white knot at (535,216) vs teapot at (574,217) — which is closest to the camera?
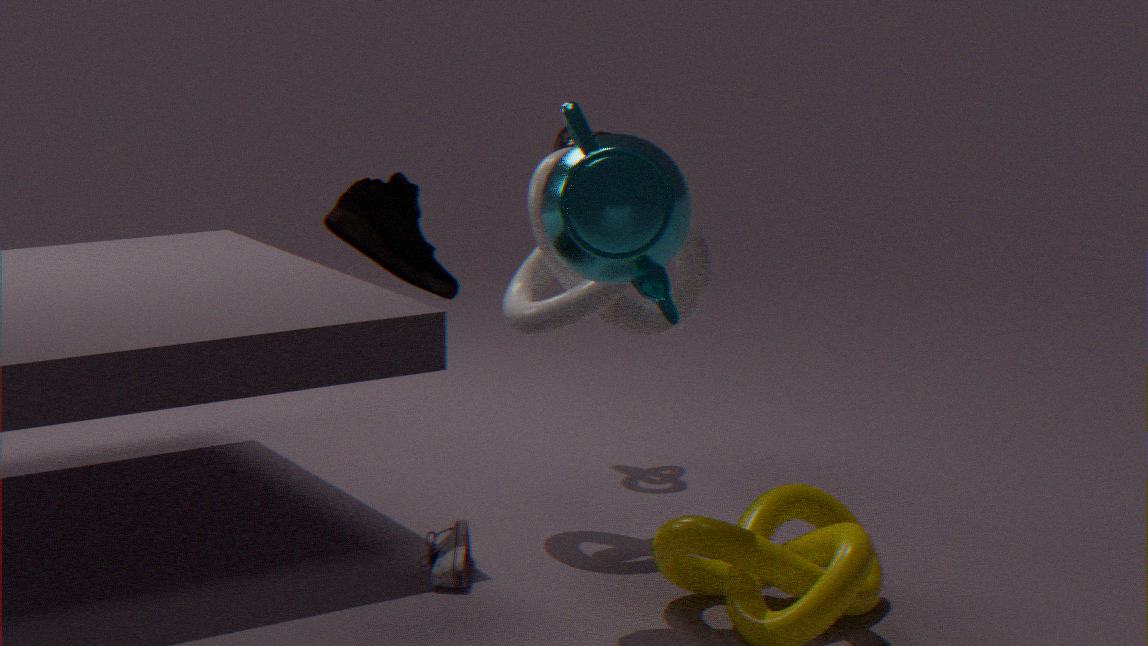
teapot at (574,217)
